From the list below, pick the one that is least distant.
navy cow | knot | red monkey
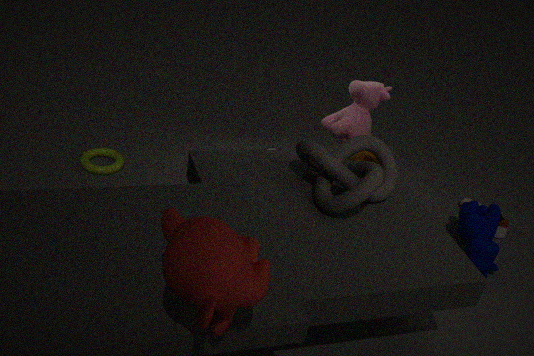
red monkey
